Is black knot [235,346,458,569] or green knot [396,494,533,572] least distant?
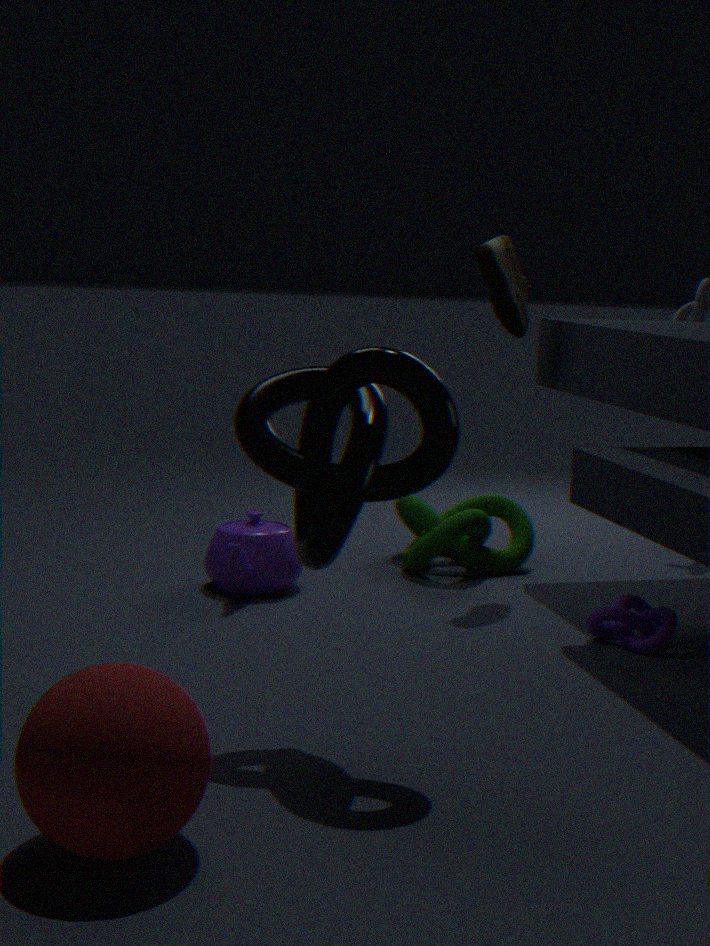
black knot [235,346,458,569]
